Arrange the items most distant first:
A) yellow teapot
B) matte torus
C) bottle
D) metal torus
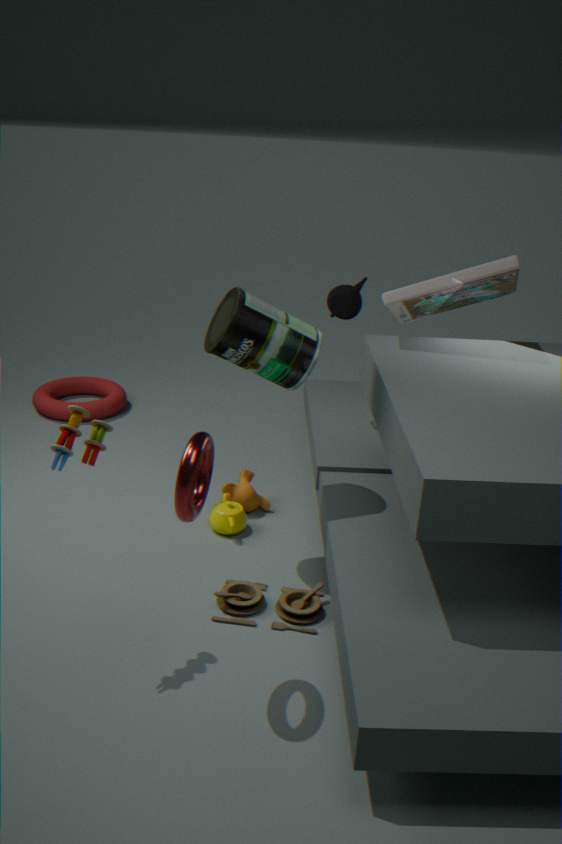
1. B. matte torus
2. A. yellow teapot
3. C. bottle
4. D. metal torus
